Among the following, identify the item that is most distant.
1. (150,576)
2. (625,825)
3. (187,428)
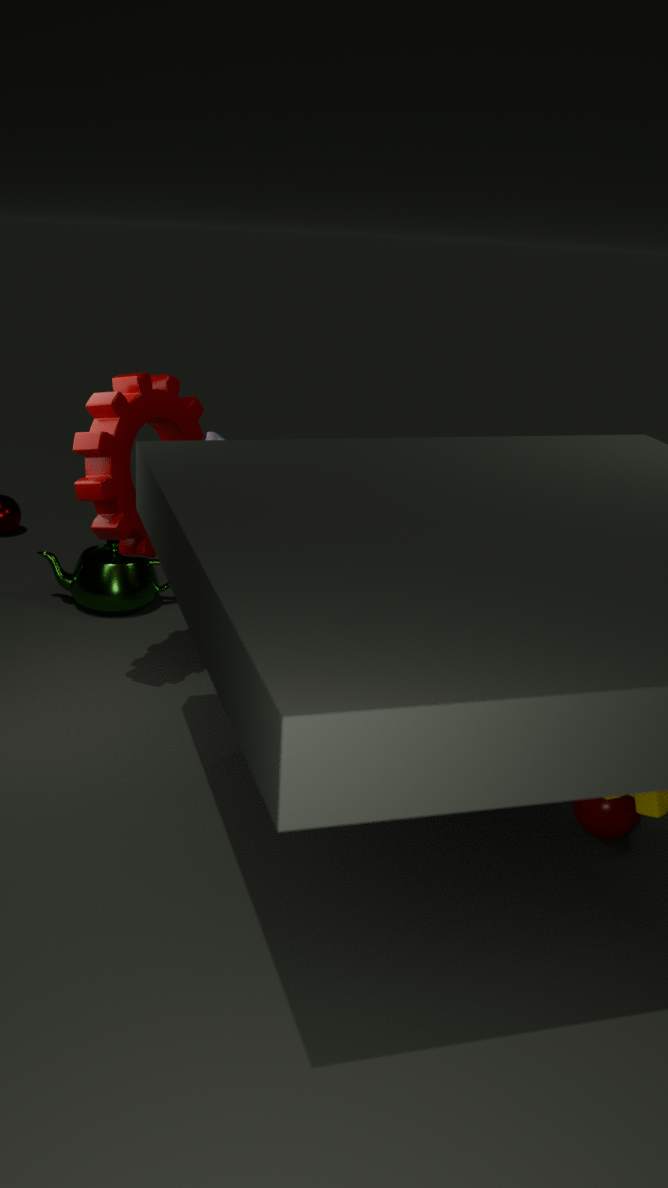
(150,576)
